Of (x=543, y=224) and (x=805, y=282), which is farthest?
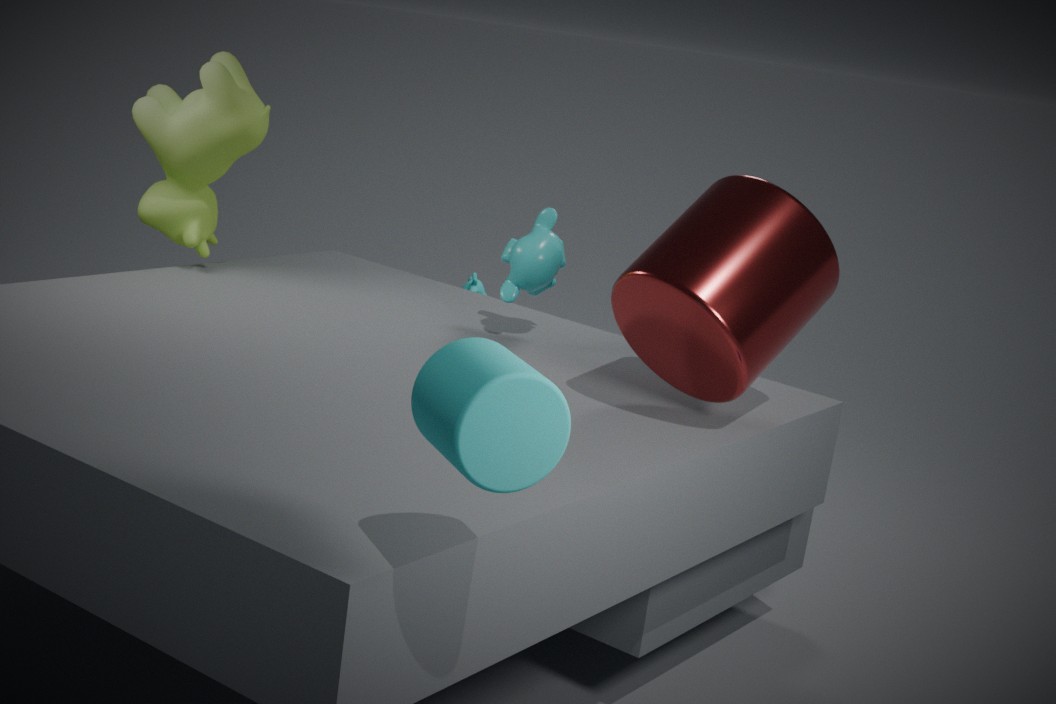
(x=543, y=224)
